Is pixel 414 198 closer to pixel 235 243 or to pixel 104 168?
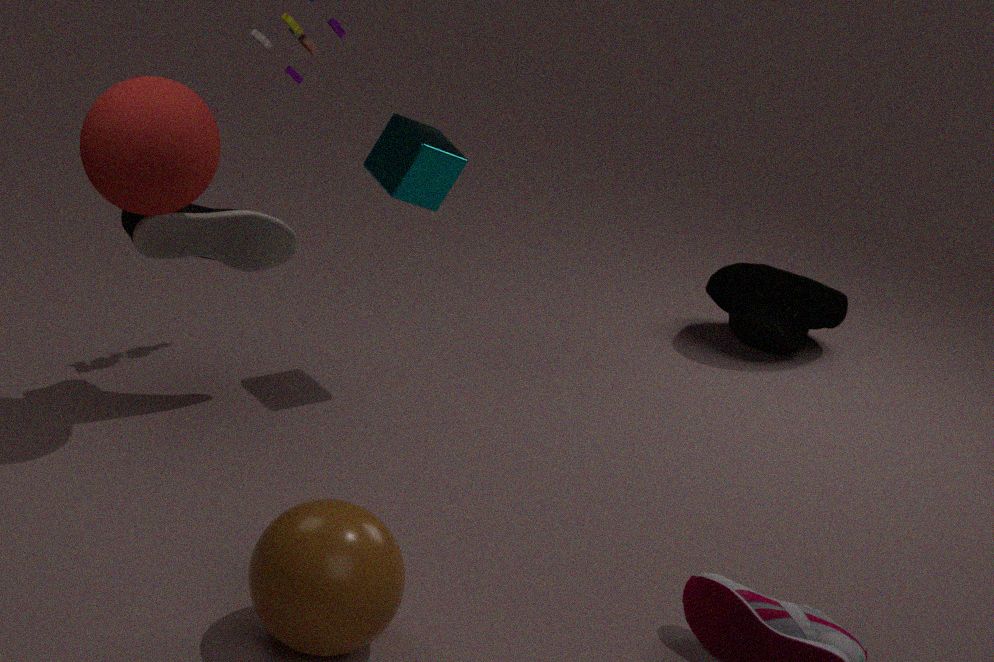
pixel 235 243
